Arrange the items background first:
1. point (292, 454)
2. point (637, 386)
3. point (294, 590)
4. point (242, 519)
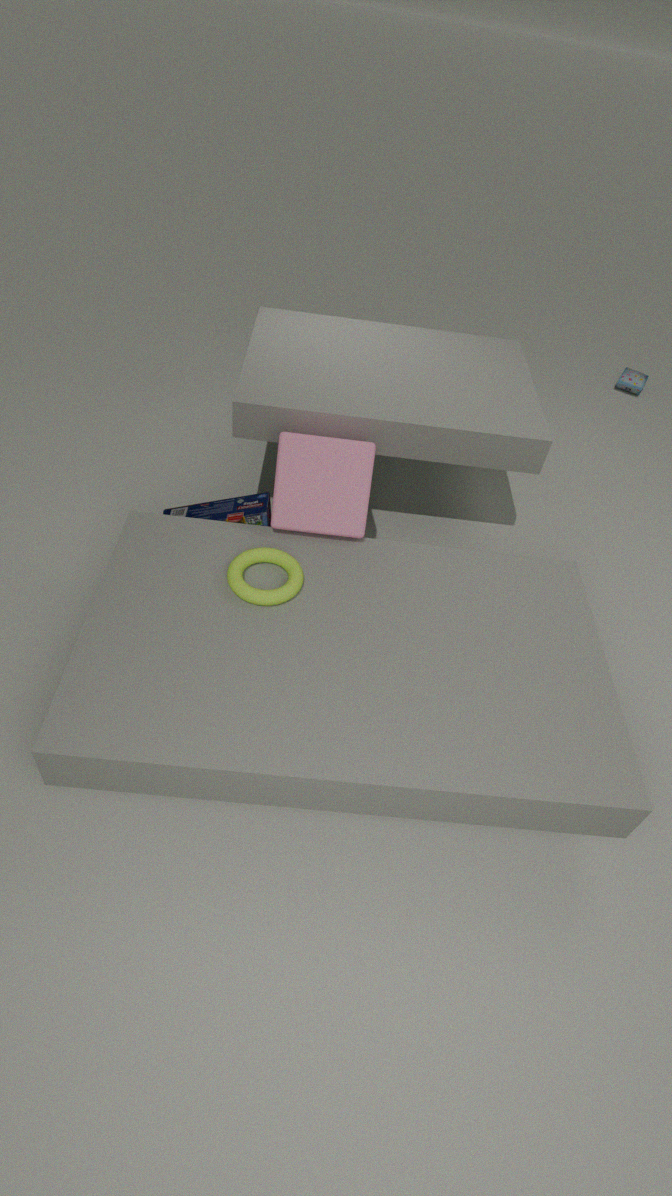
point (637, 386), point (242, 519), point (292, 454), point (294, 590)
